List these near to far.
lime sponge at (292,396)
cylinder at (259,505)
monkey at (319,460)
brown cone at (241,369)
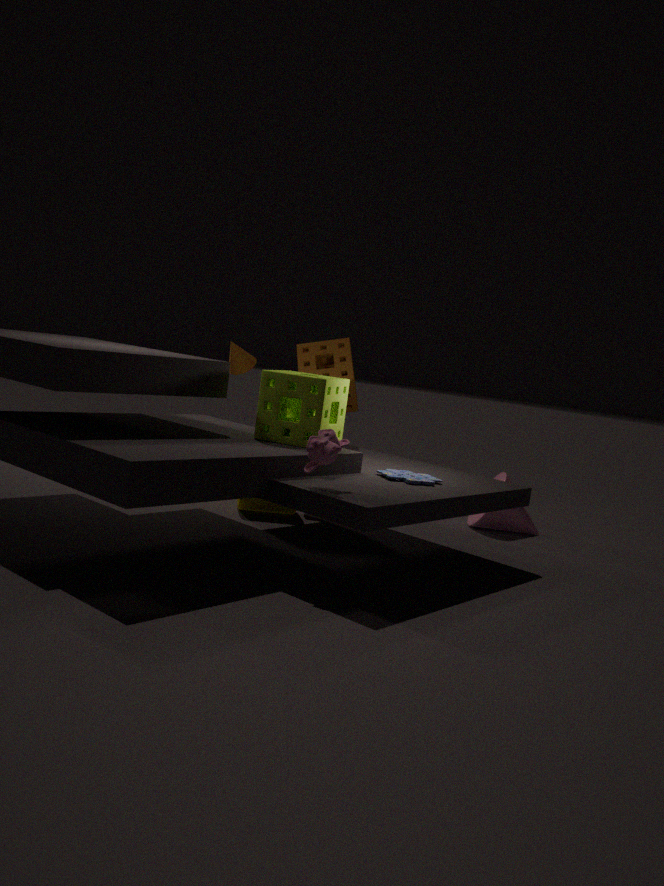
monkey at (319,460) → lime sponge at (292,396) → cylinder at (259,505) → brown cone at (241,369)
